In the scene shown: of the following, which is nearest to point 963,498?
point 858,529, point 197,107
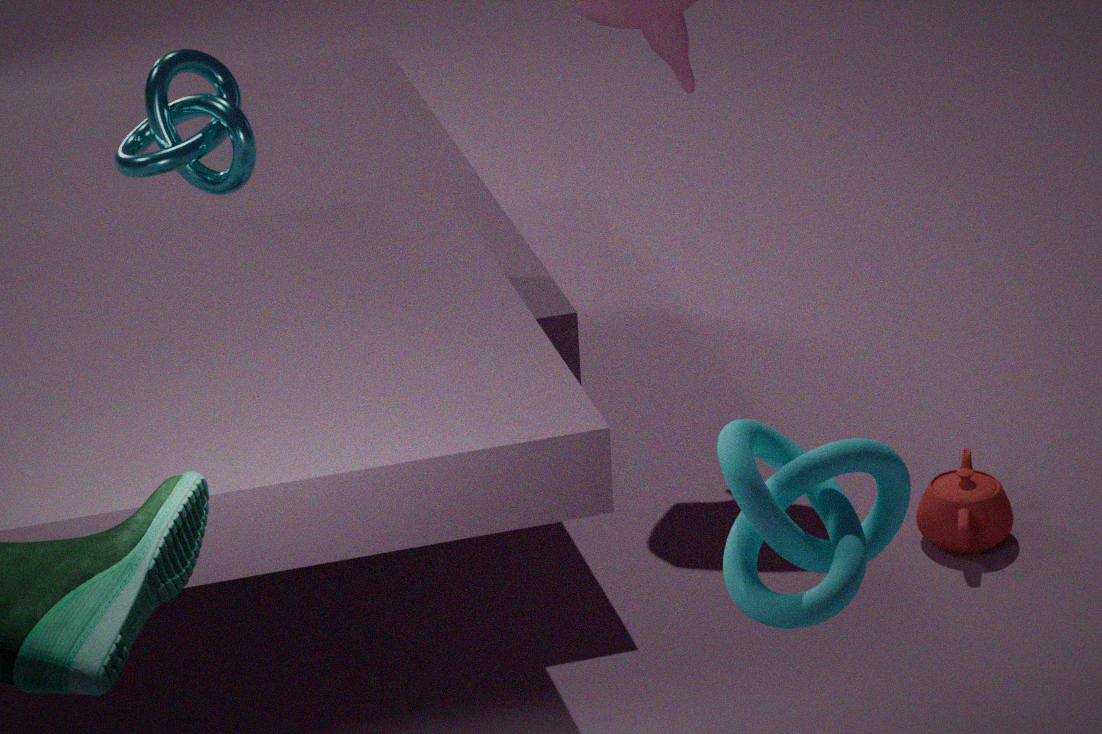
point 197,107
